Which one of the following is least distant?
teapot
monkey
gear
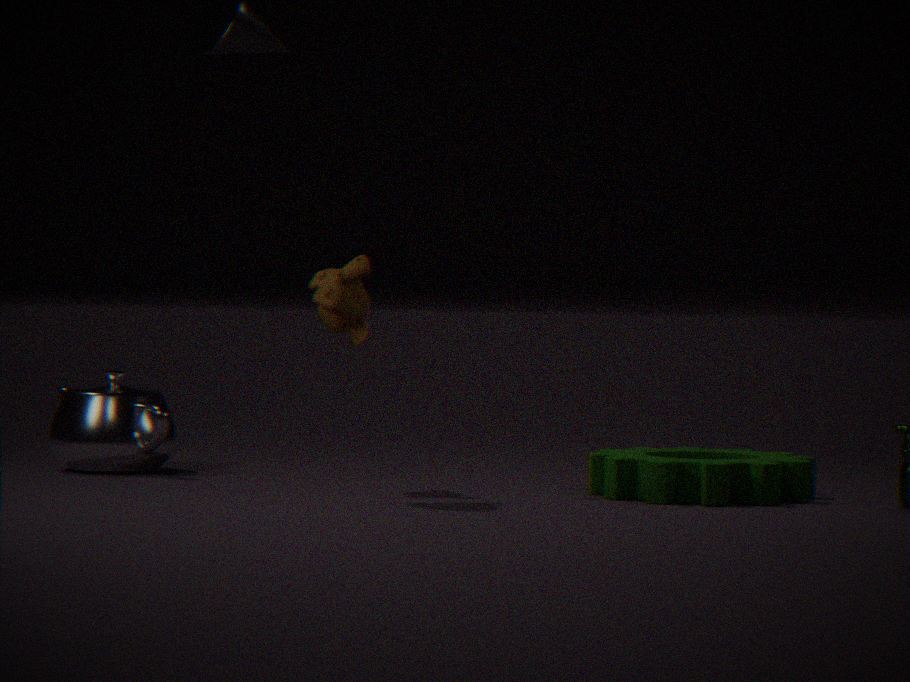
gear
